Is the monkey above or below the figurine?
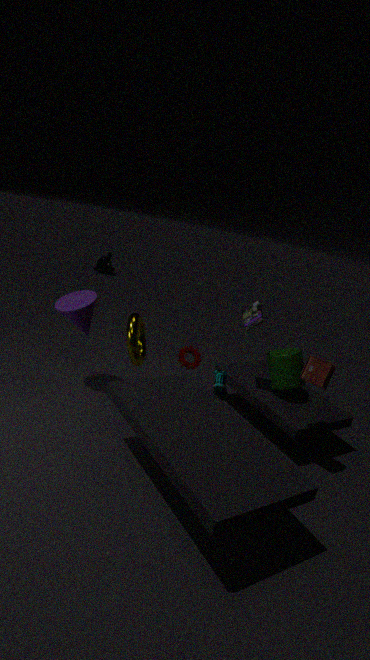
below
